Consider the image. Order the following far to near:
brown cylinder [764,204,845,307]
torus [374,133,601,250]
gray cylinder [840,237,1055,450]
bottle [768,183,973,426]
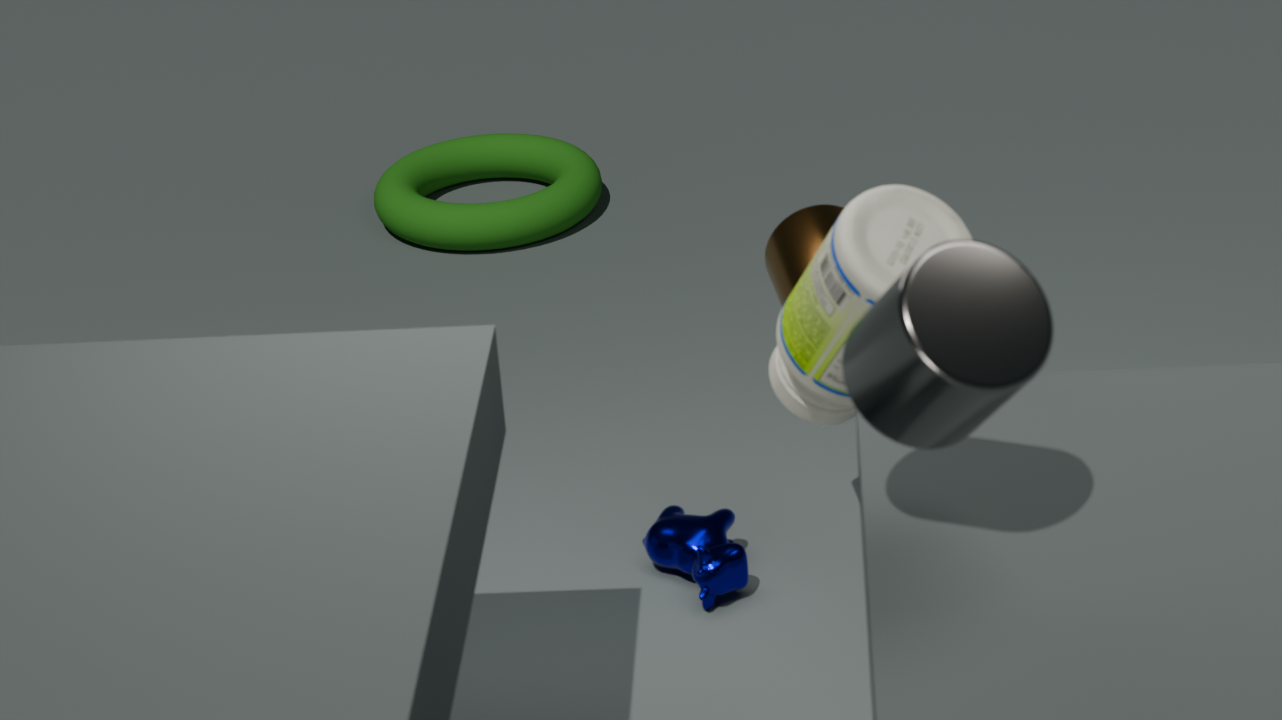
torus [374,133,601,250], brown cylinder [764,204,845,307], bottle [768,183,973,426], gray cylinder [840,237,1055,450]
